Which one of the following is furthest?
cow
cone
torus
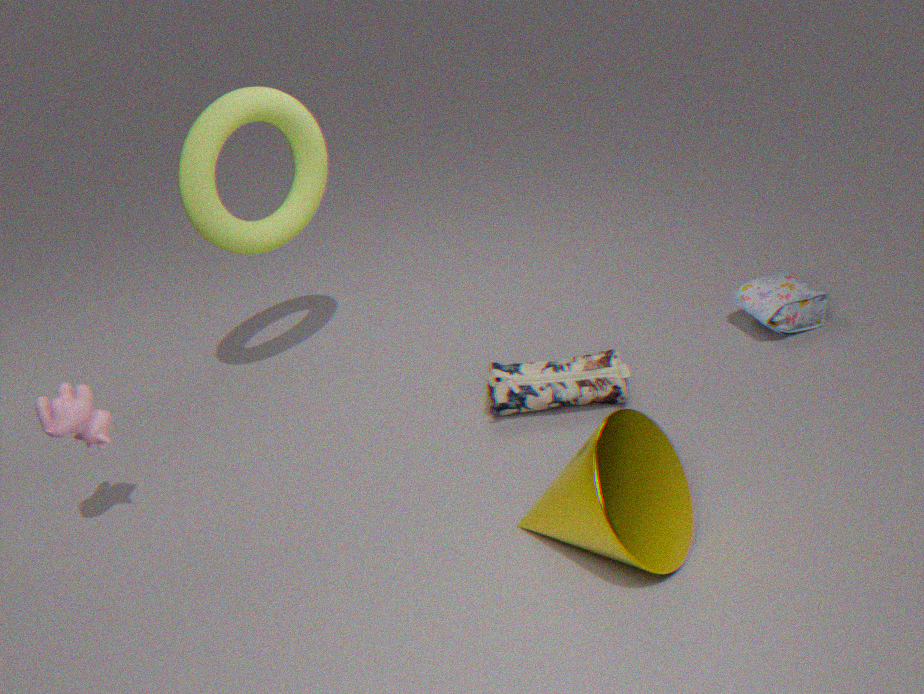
torus
